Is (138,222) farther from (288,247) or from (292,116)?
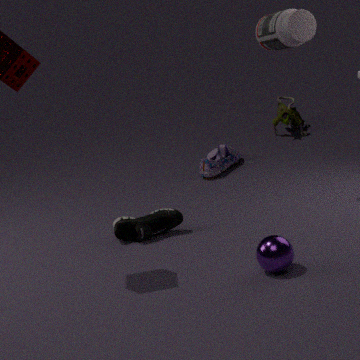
(292,116)
